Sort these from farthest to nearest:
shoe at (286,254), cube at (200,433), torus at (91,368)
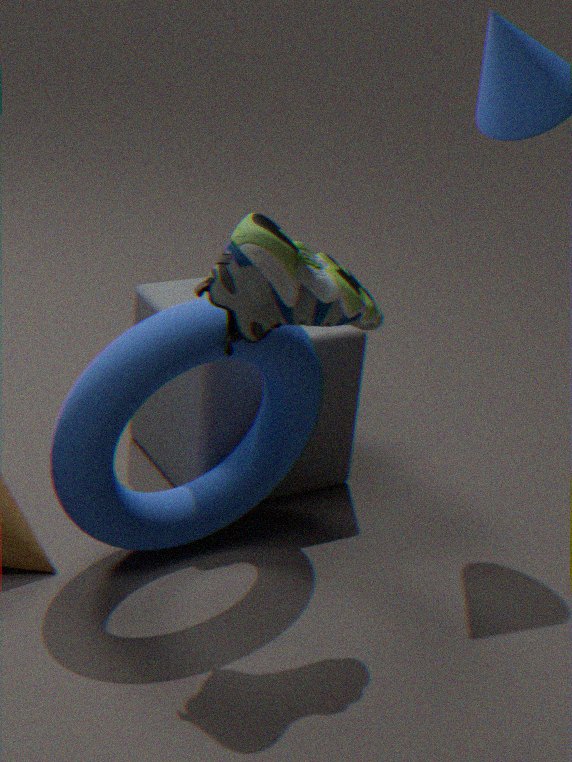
cube at (200,433) < torus at (91,368) < shoe at (286,254)
